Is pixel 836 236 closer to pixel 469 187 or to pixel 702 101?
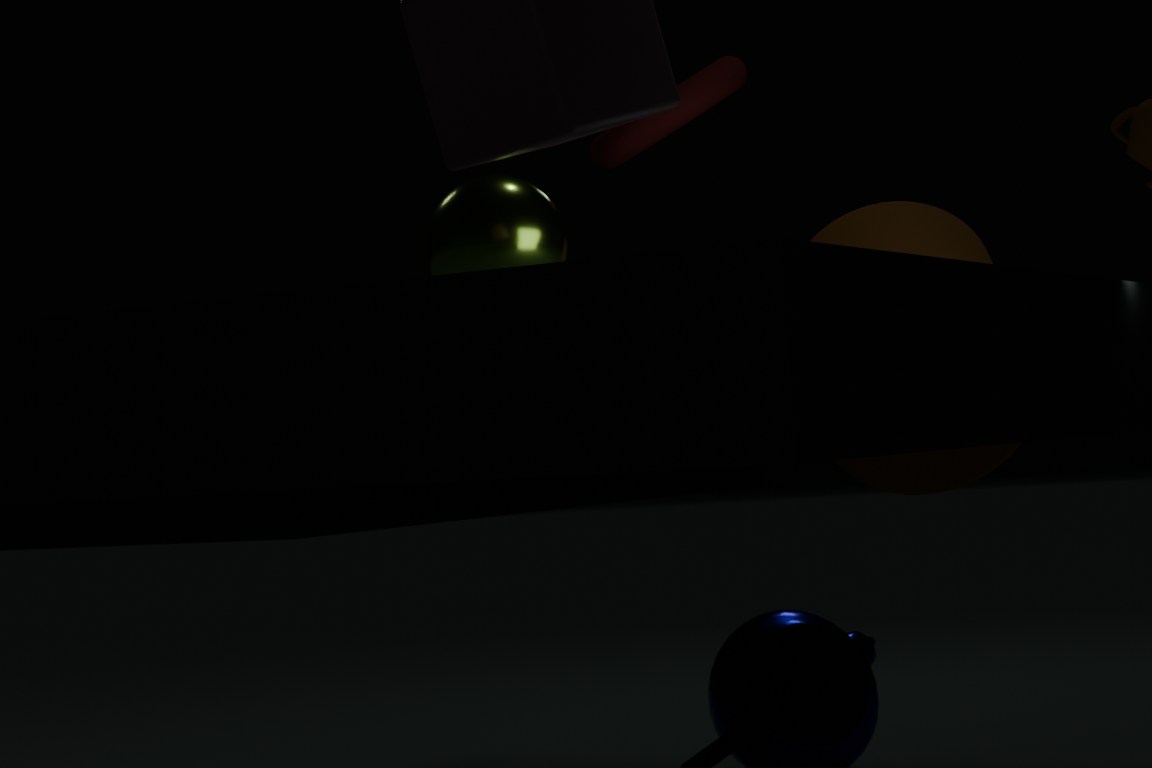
pixel 702 101
